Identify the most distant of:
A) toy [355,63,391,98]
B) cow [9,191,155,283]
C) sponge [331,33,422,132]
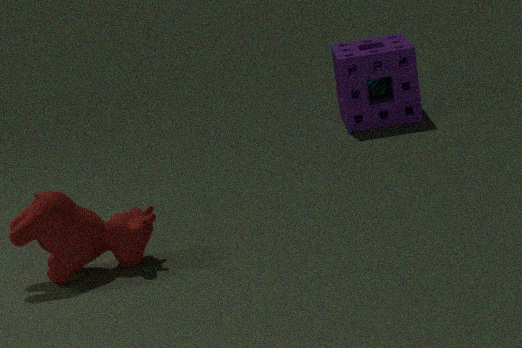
toy [355,63,391,98]
